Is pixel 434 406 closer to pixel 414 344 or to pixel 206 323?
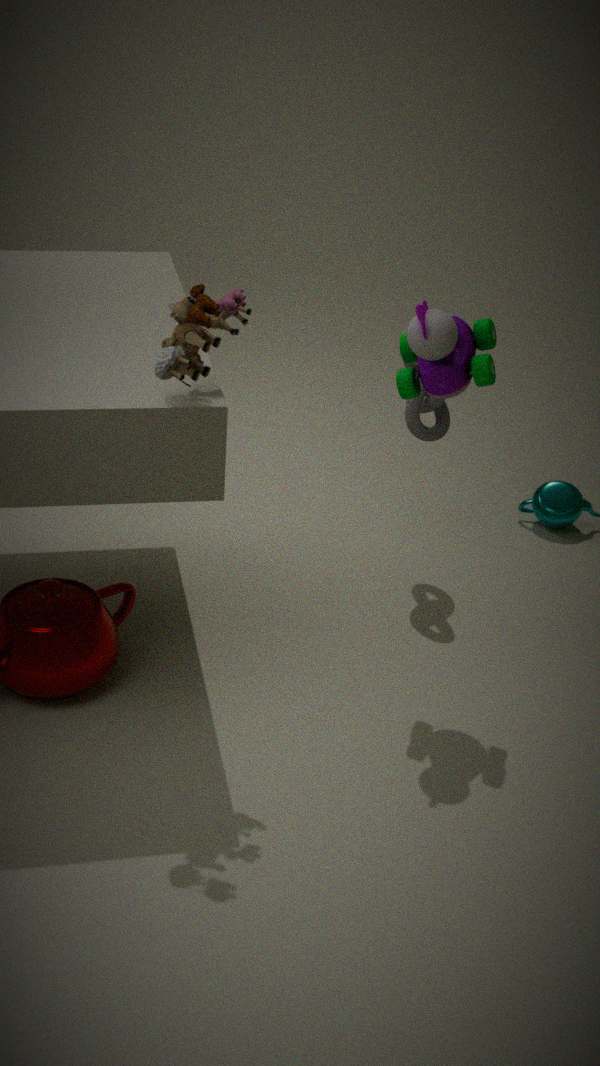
pixel 414 344
